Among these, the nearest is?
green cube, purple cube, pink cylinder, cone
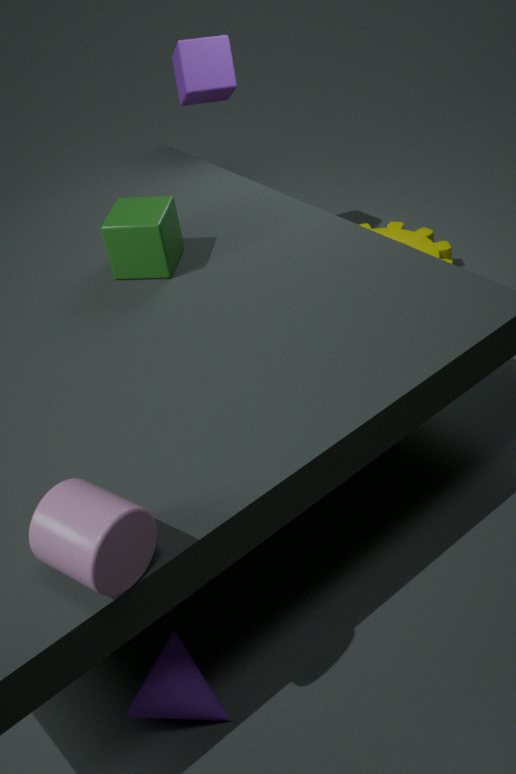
pink cylinder
